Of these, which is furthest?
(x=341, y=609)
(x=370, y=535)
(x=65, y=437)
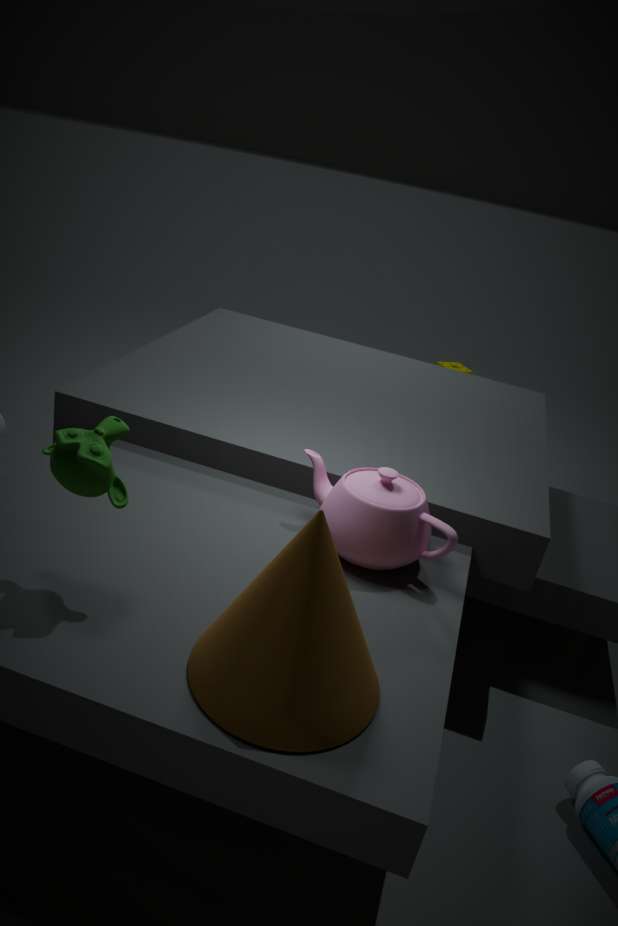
(x=370, y=535)
